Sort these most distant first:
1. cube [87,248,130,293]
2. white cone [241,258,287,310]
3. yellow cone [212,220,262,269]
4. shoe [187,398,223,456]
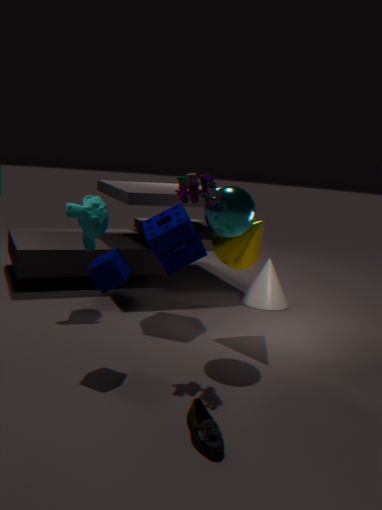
white cone [241,258,287,310] → yellow cone [212,220,262,269] → cube [87,248,130,293] → shoe [187,398,223,456]
